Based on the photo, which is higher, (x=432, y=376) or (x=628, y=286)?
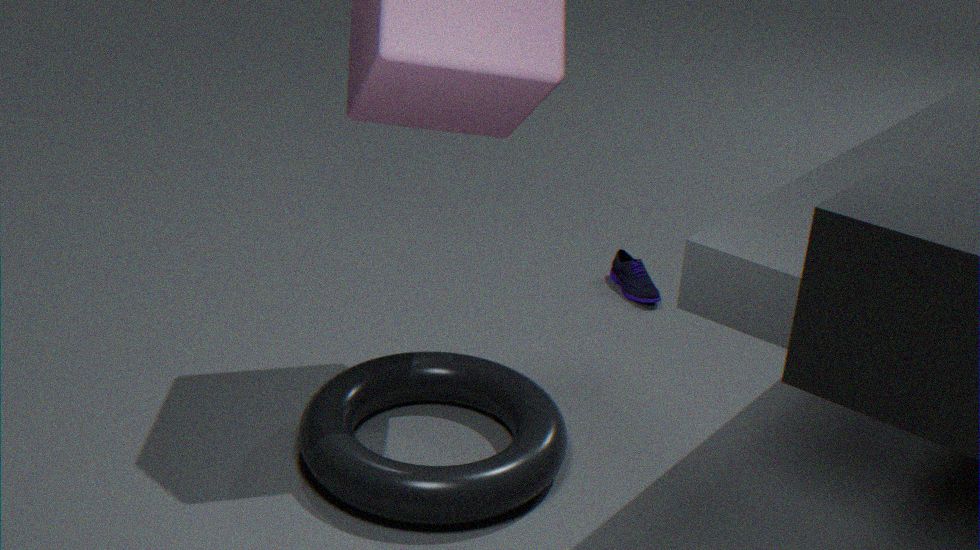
(x=432, y=376)
